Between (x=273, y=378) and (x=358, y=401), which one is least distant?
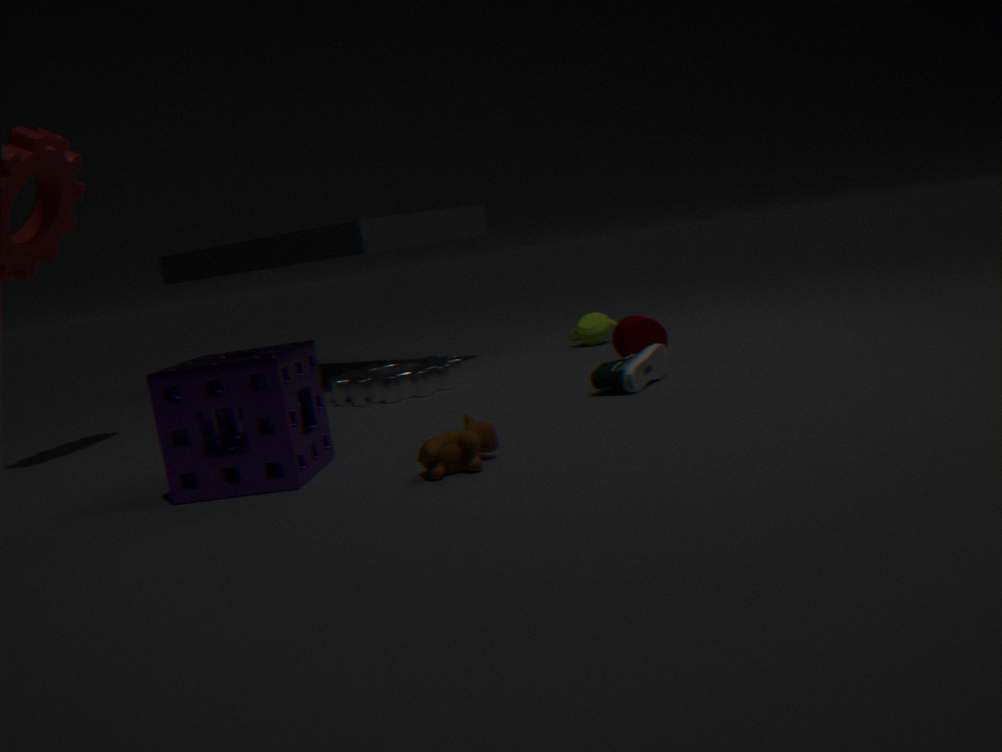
(x=273, y=378)
